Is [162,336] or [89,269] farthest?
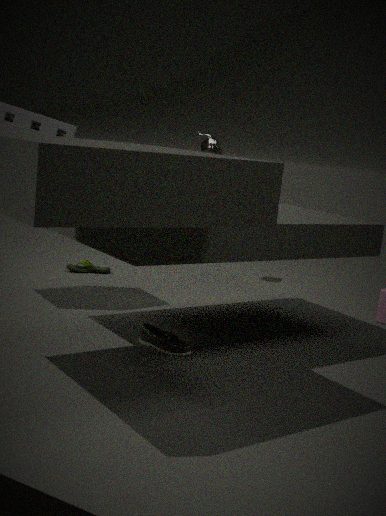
[89,269]
